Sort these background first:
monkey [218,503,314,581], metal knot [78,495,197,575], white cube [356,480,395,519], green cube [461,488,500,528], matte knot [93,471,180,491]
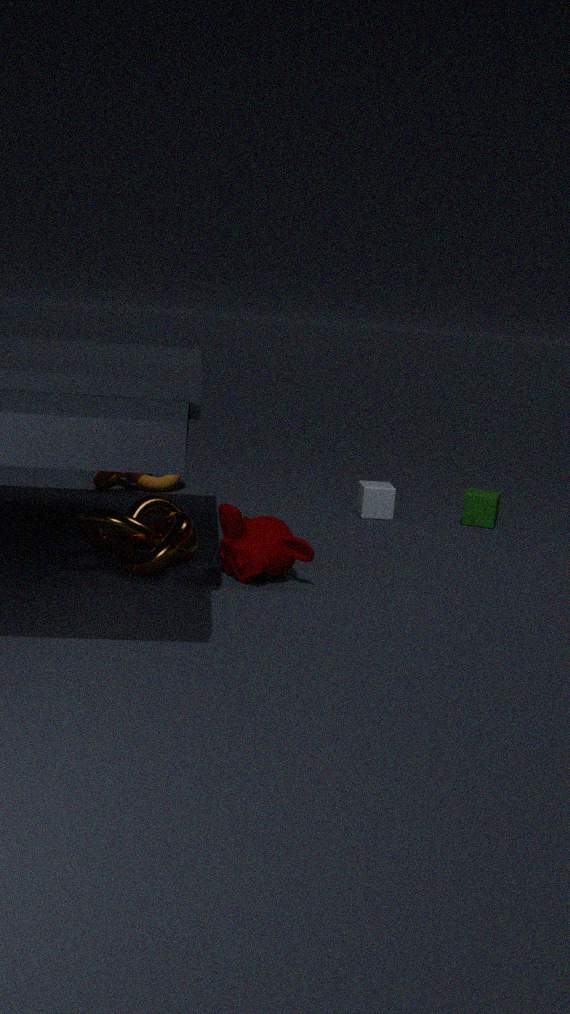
1. matte knot [93,471,180,491]
2. white cube [356,480,395,519]
3. green cube [461,488,500,528]
4. monkey [218,503,314,581]
5. metal knot [78,495,197,575]
